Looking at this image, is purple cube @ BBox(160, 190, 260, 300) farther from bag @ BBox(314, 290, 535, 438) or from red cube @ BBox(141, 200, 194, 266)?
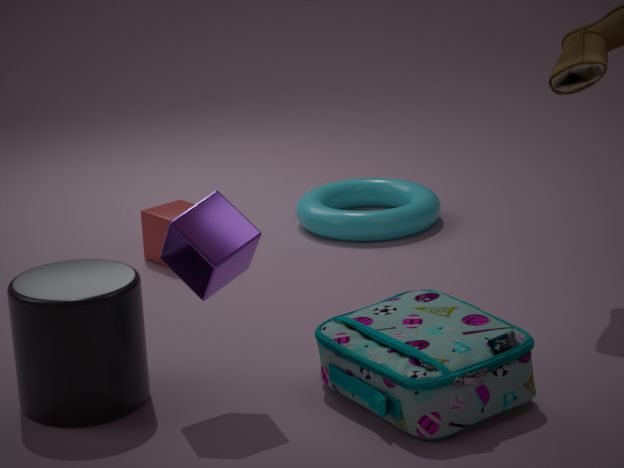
red cube @ BBox(141, 200, 194, 266)
